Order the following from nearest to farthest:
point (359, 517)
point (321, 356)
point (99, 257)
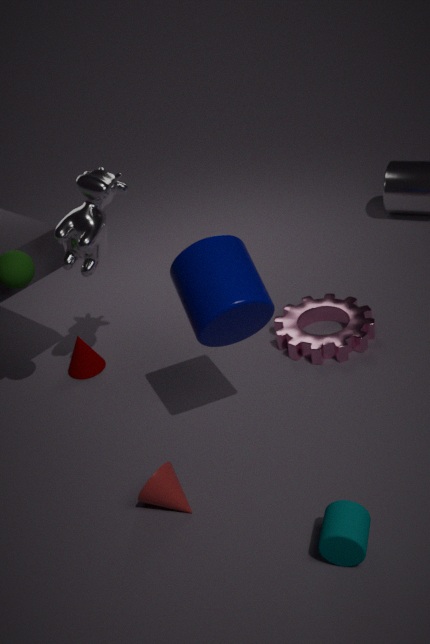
point (359, 517)
point (99, 257)
point (321, 356)
